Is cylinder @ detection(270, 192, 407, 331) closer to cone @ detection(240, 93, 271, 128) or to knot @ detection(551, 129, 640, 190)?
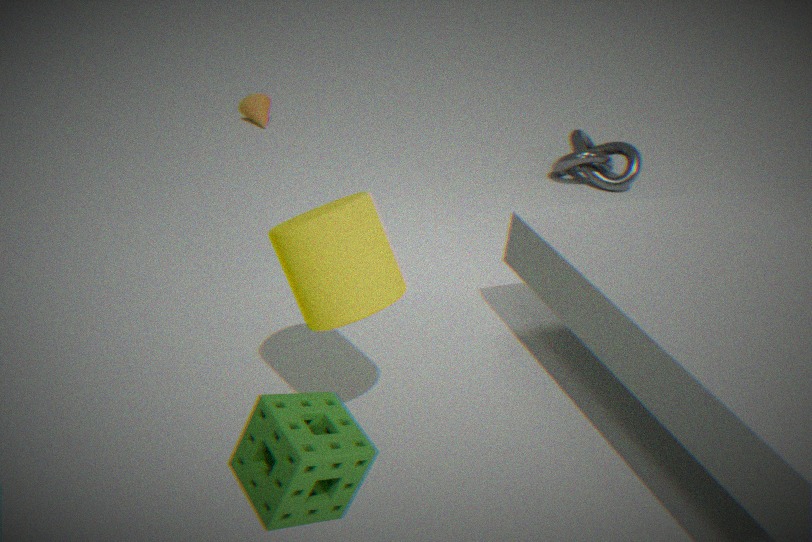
knot @ detection(551, 129, 640, 190)
